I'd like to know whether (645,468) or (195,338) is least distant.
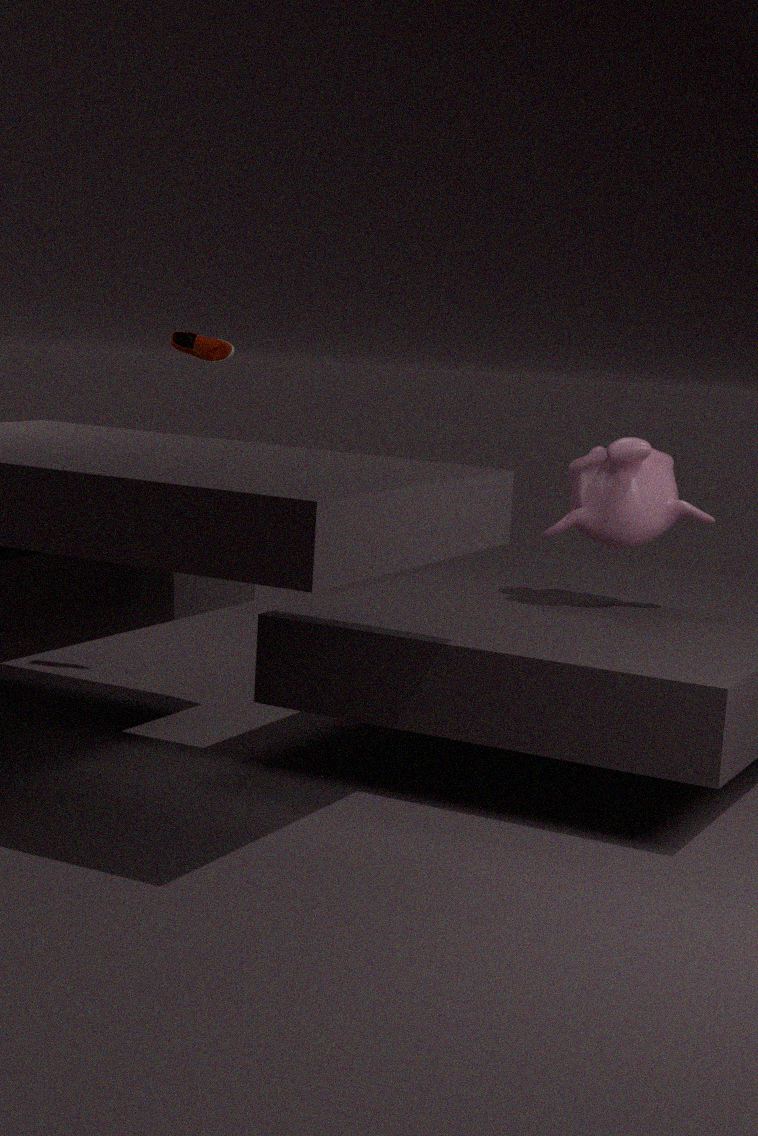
(645,468)
